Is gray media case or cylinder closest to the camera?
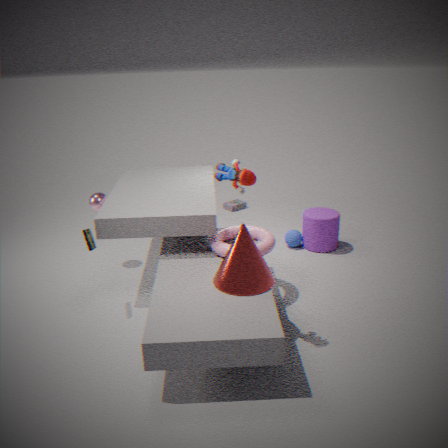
cylinder
